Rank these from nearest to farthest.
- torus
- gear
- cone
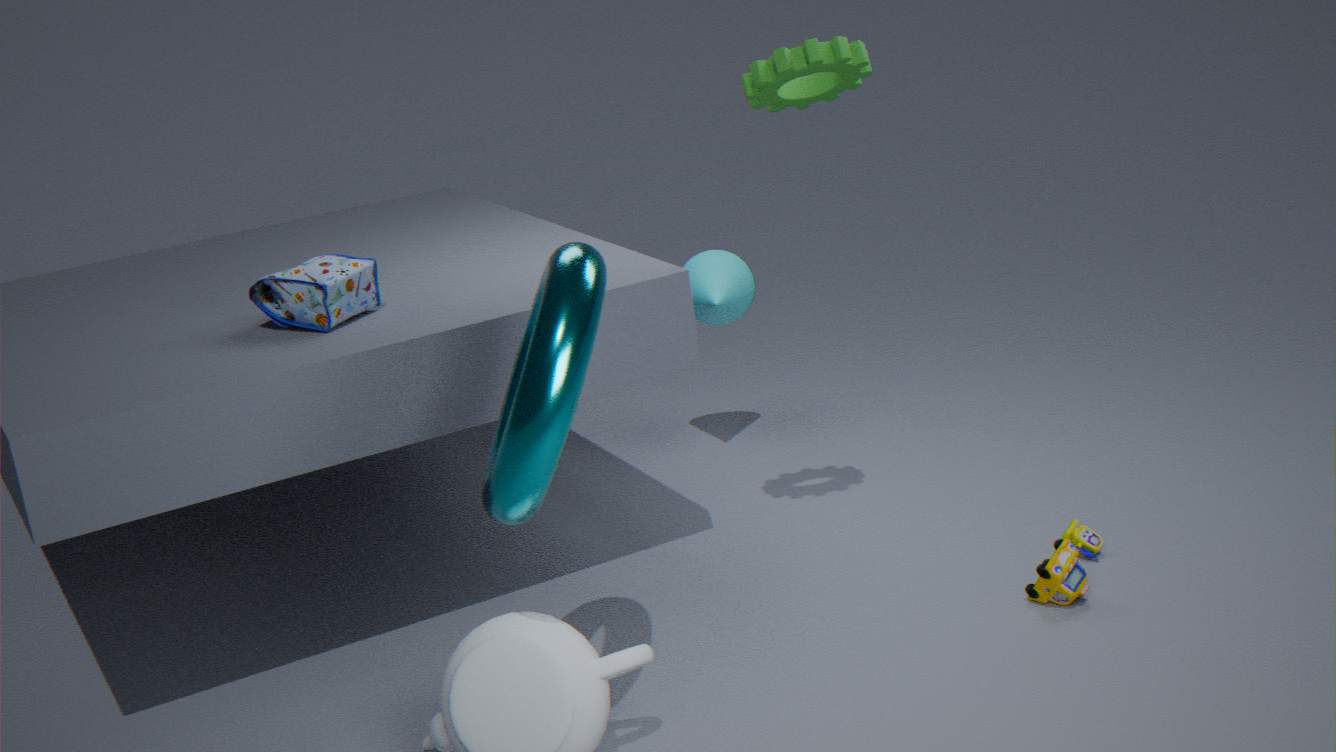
torus < gear < cone
